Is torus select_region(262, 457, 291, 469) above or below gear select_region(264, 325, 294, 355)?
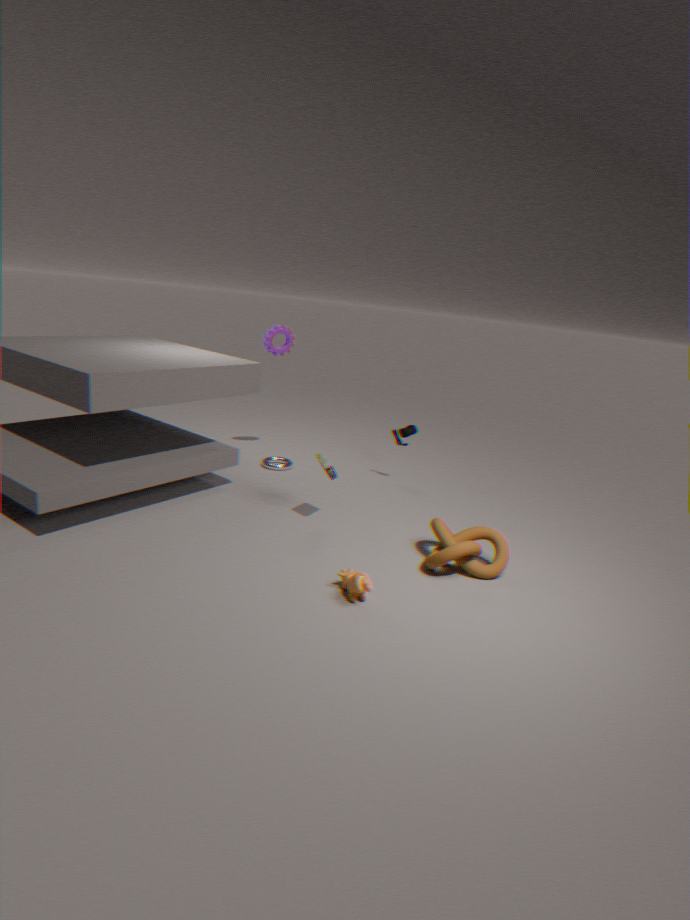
below
